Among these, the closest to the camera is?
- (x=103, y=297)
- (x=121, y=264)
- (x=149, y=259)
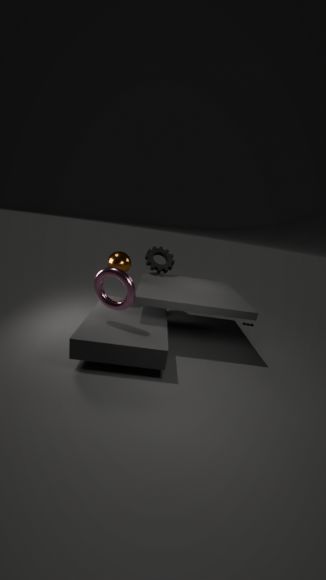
(x=103, y=297)
